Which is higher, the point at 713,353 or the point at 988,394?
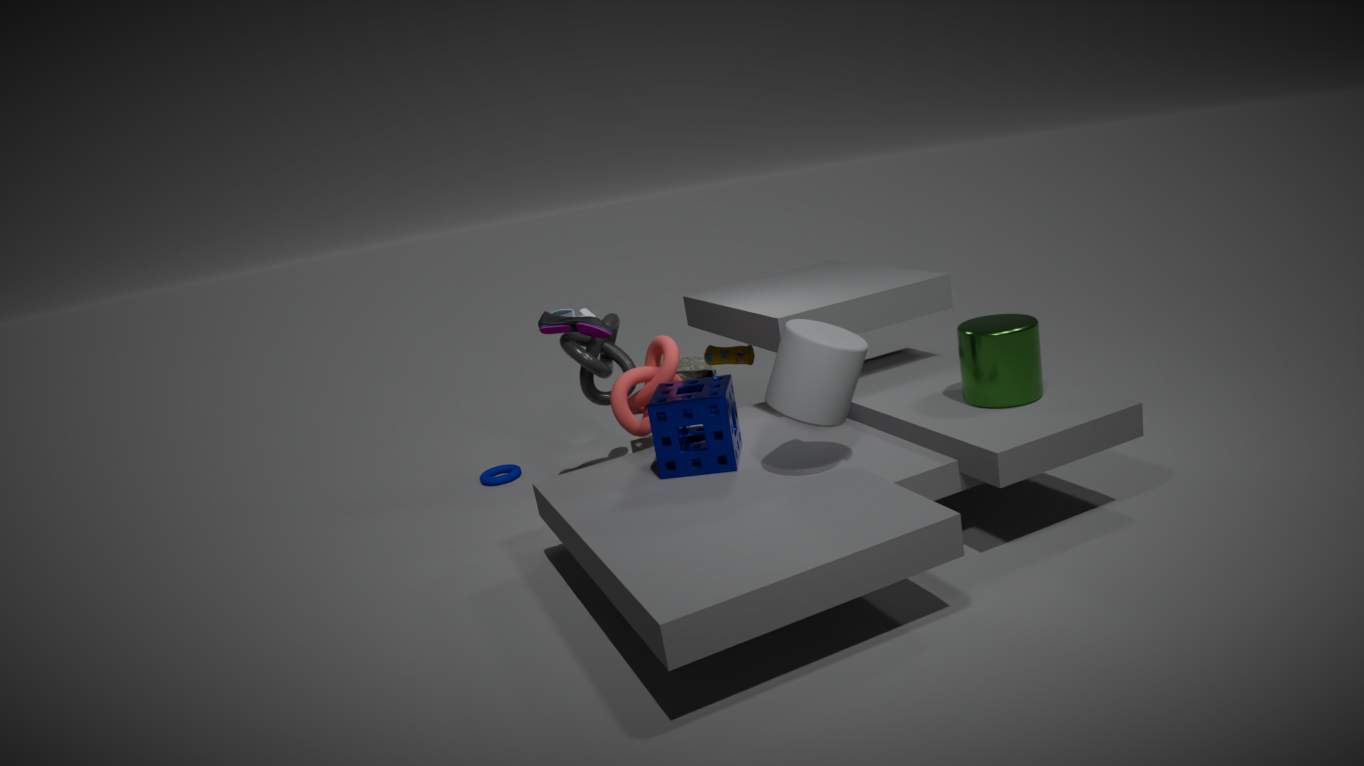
the point at 988,394
